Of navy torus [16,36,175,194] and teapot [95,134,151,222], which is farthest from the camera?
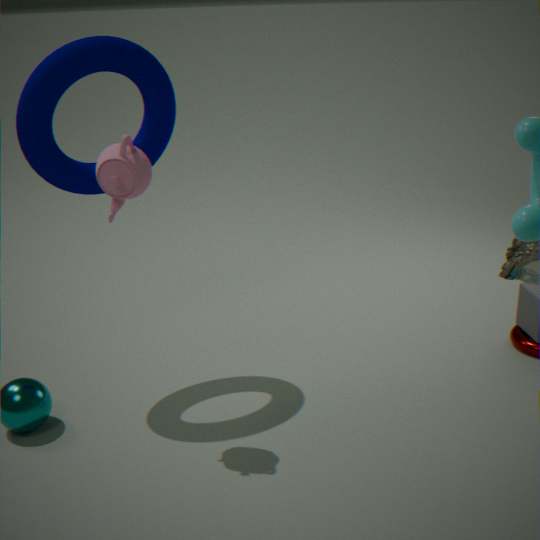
navy torus [16,36,175,194]
